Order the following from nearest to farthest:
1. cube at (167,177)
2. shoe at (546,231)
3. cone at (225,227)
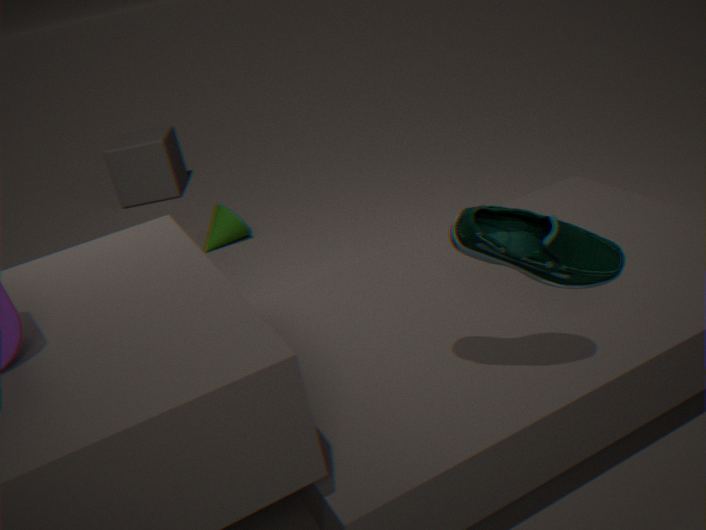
shoe at (546,231) → cone at (225,227) → cube at (167,177)
